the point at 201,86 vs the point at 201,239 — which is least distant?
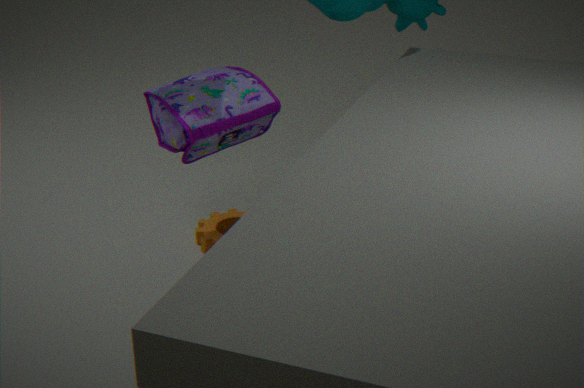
the point at 201,86
